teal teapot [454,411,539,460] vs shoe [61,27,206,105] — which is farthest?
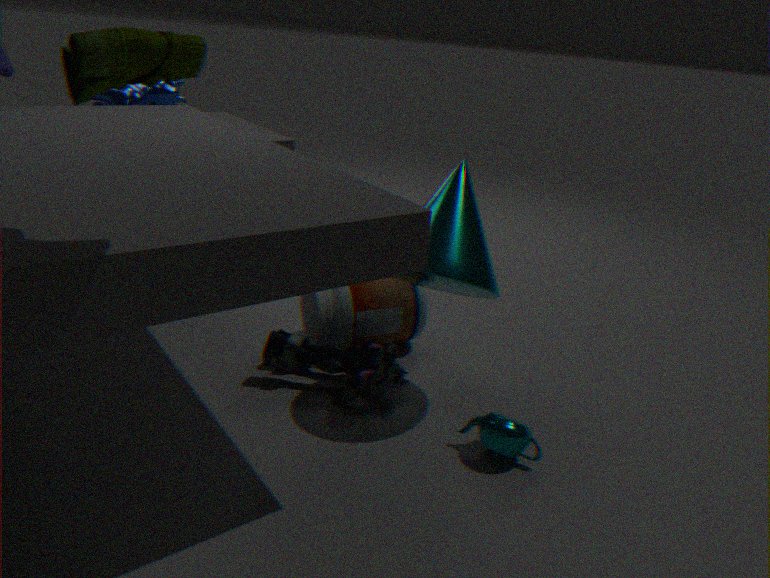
teal teapot [454,411,539,460]
